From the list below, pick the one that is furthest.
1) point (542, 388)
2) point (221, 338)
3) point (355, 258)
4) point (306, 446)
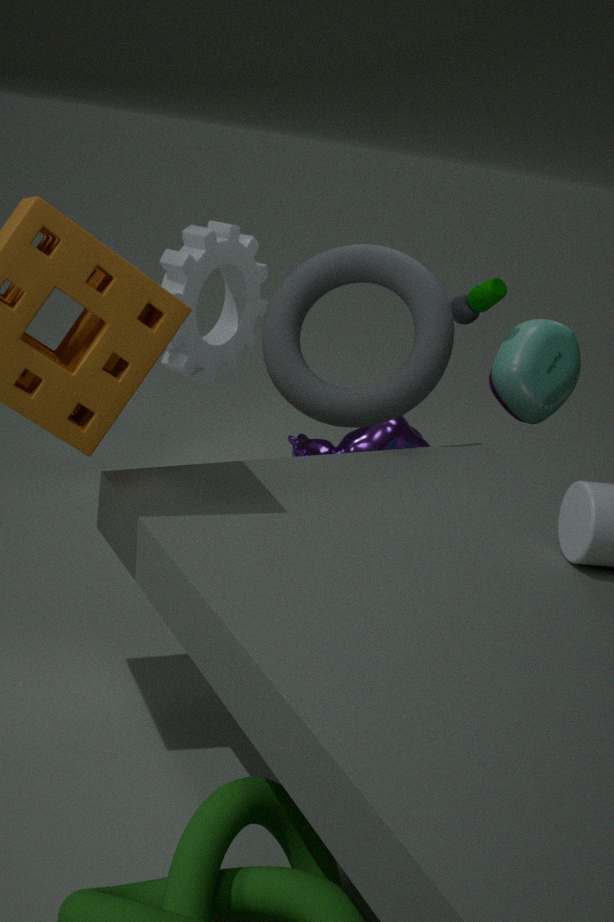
4. point (306, 446)
